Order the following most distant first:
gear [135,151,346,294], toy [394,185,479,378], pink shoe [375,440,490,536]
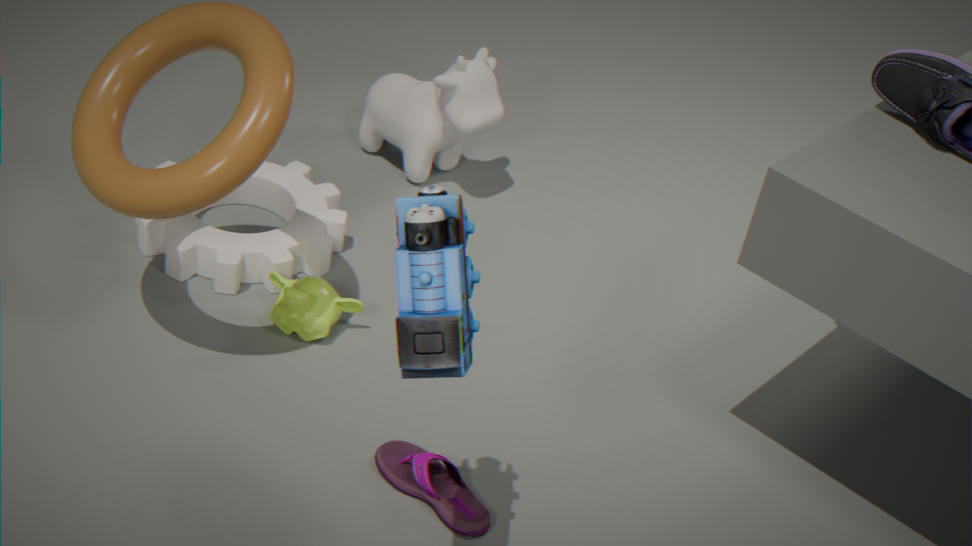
gear [135,151,346,294] < pink shoe [375,440,490,536] < toy [394,185,479,378]
